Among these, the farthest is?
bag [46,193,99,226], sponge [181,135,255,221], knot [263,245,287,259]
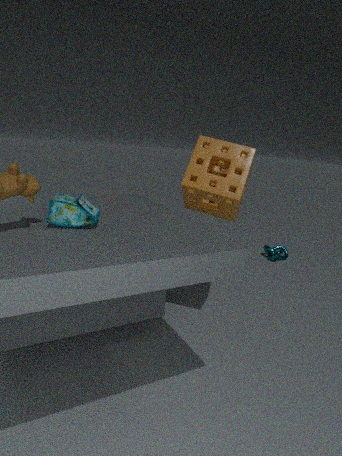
knot [263,245,287,259]
